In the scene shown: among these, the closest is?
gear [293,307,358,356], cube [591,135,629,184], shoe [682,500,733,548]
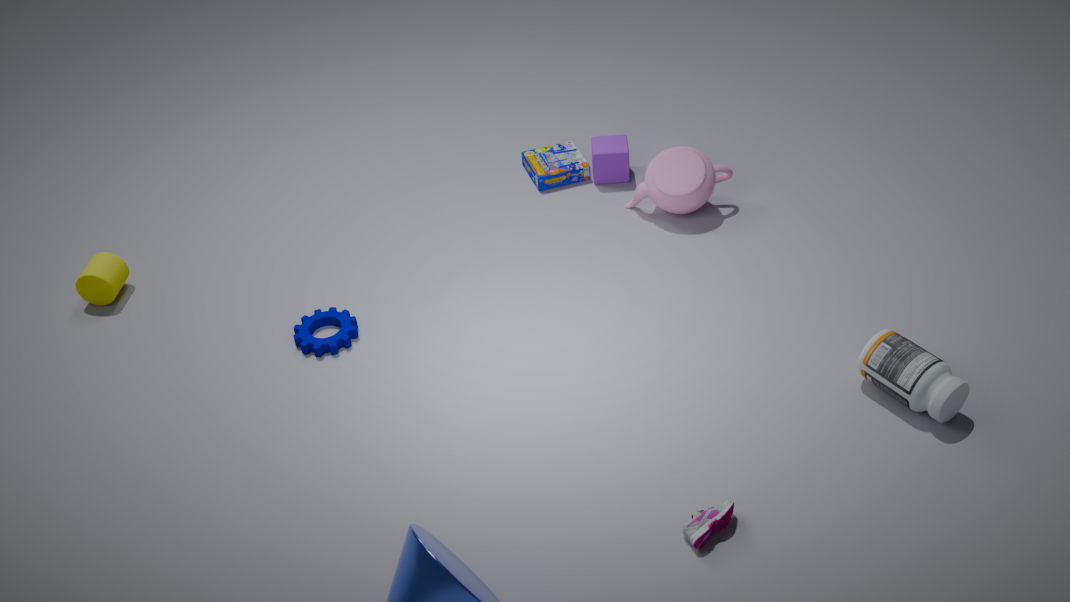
shoe [682,500,733,548]
